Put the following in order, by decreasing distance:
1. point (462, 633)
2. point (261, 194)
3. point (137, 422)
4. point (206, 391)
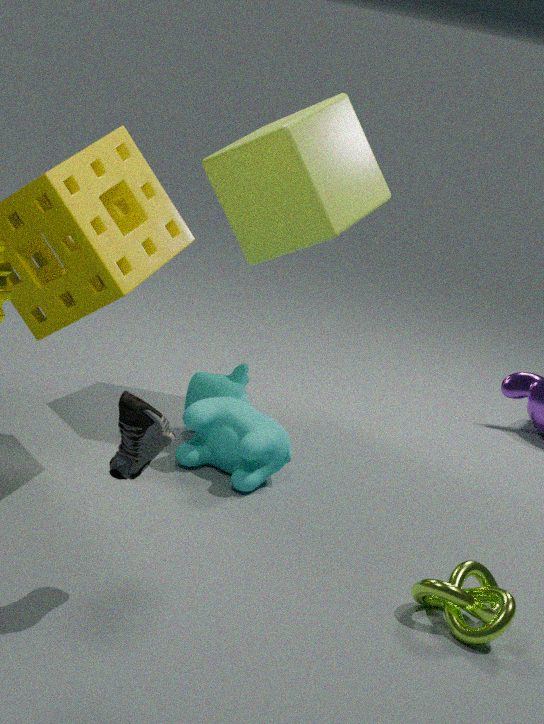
point (206, 391)
point (261, 194)
point (462, 633)
point (137, 422)
